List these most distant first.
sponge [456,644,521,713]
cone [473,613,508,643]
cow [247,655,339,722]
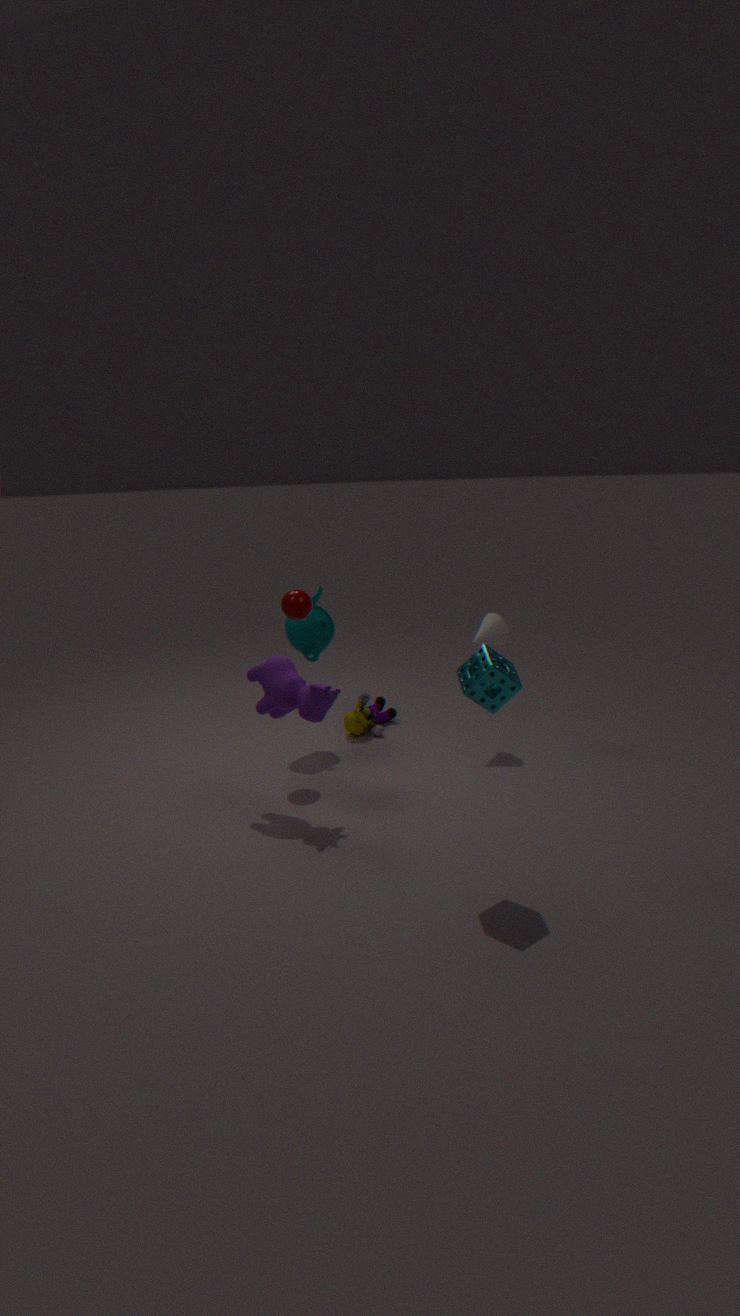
1. cone [473,613,508,643]
2. cow [247,655,339,722]
3. sponge [456,644,521,713]
